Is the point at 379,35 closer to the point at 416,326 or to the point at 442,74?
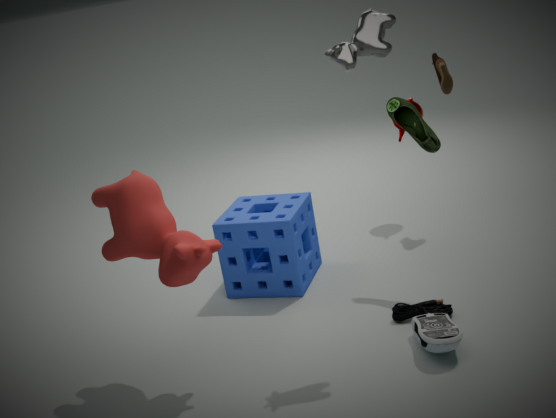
the point at 416,326
